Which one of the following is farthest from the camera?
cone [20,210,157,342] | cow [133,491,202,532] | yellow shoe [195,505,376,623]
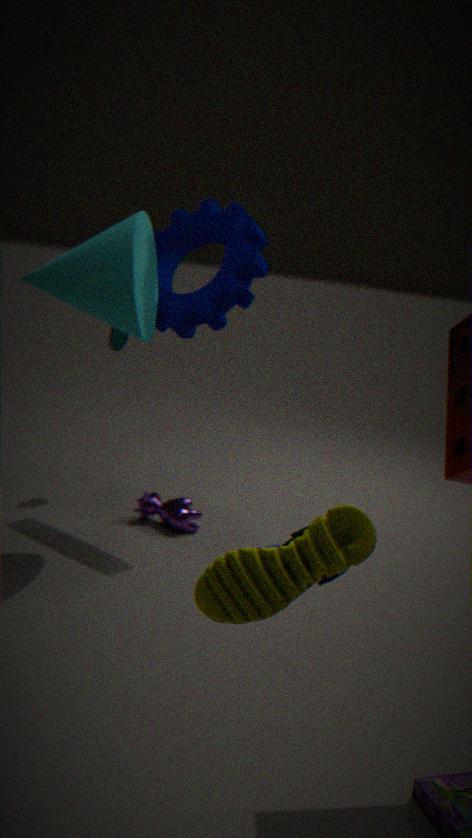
cow [133,491,202,532]
